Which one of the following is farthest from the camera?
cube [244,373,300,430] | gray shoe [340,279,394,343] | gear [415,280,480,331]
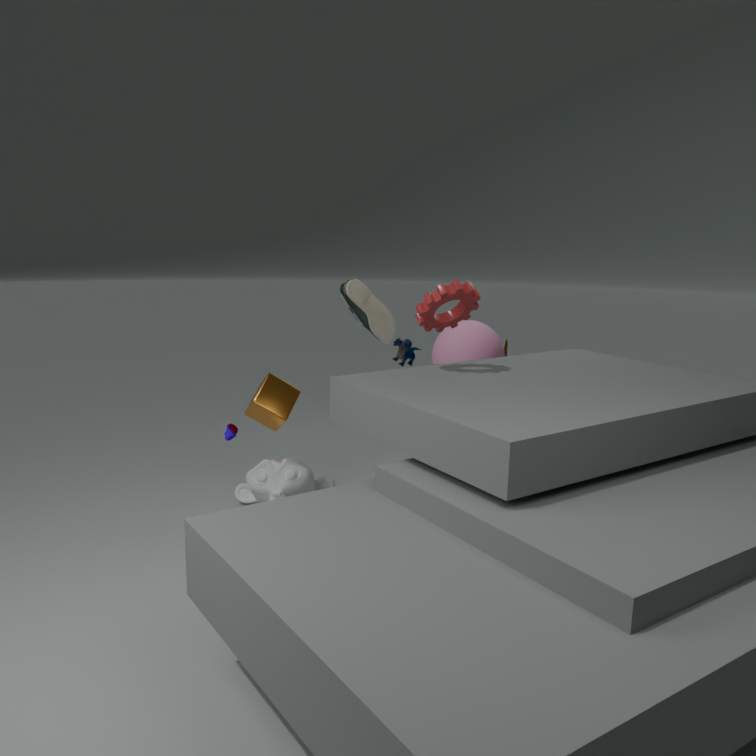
gray shoe [340,279,394,343]
